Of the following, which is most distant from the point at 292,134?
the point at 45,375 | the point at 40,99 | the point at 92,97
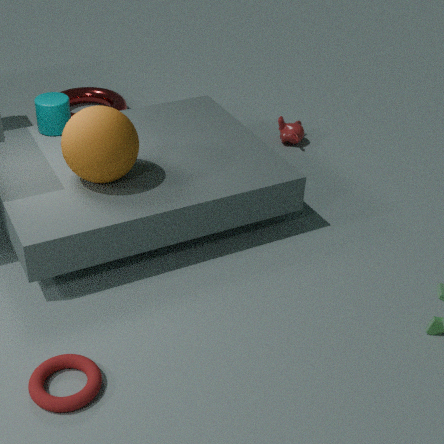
the point at 45,375
